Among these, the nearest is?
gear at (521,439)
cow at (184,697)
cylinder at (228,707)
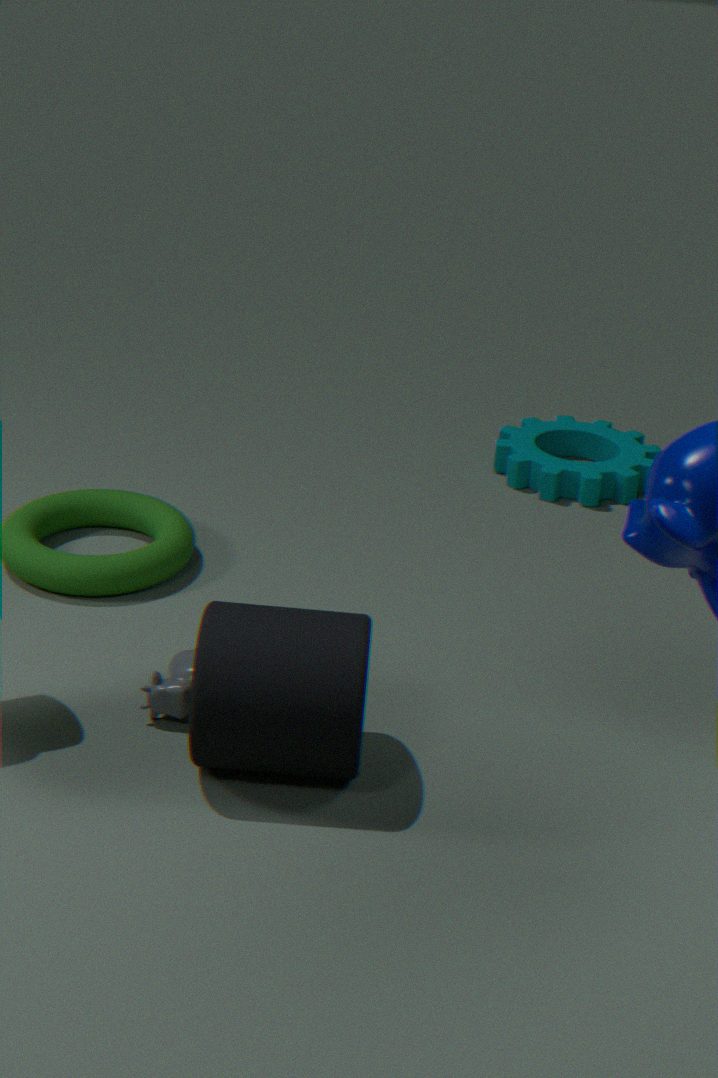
cylinder at (228,707)
